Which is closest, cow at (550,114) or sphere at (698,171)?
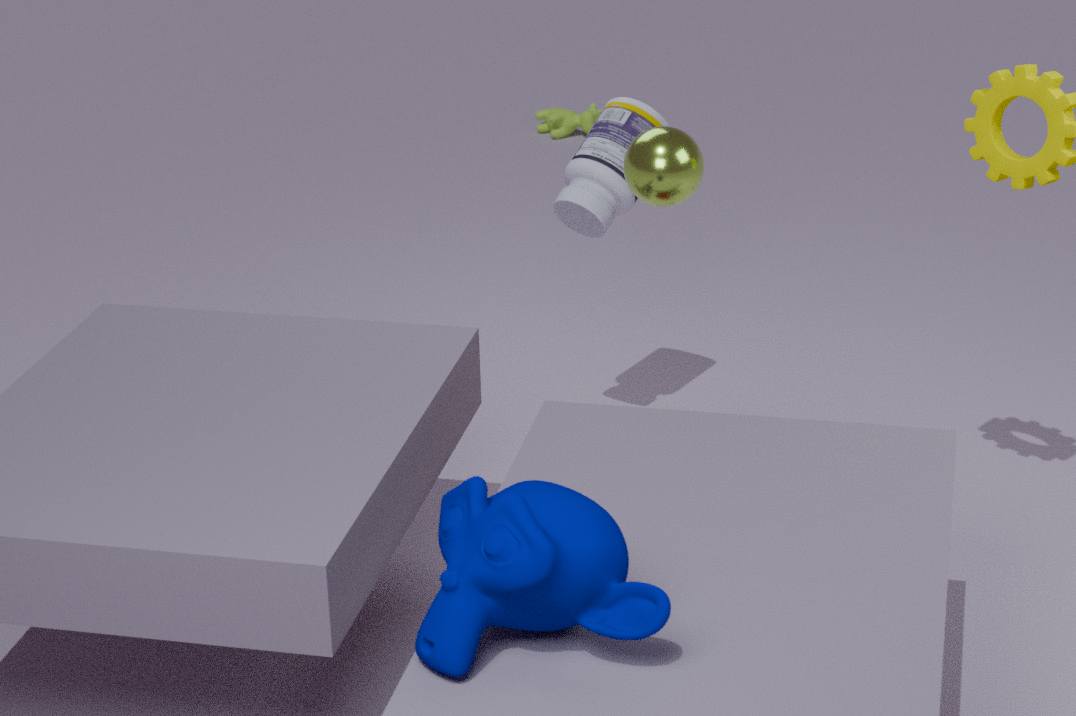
sphere at (698,171)
